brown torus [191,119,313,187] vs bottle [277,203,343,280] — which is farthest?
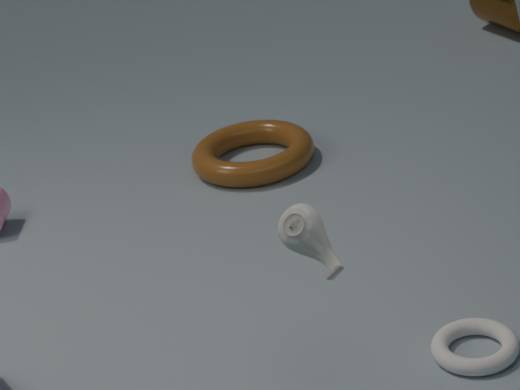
brown torus [191,119,313,187]
